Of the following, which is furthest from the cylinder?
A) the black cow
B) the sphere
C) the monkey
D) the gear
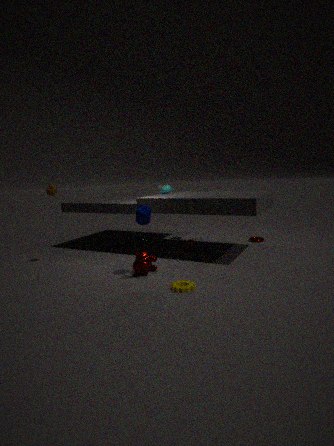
the monkey
